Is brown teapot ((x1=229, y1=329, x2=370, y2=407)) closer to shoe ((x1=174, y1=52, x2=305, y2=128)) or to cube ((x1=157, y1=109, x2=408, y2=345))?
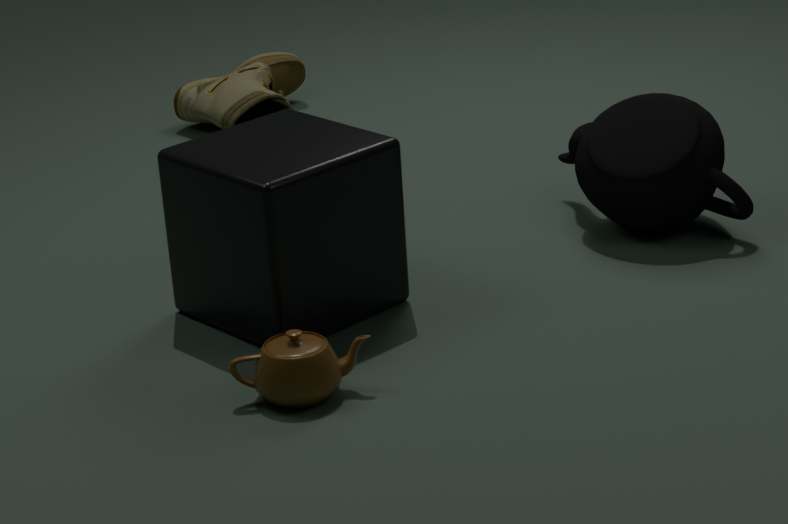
cube ((x1=157, y1=109, x2=408, y2=345))
